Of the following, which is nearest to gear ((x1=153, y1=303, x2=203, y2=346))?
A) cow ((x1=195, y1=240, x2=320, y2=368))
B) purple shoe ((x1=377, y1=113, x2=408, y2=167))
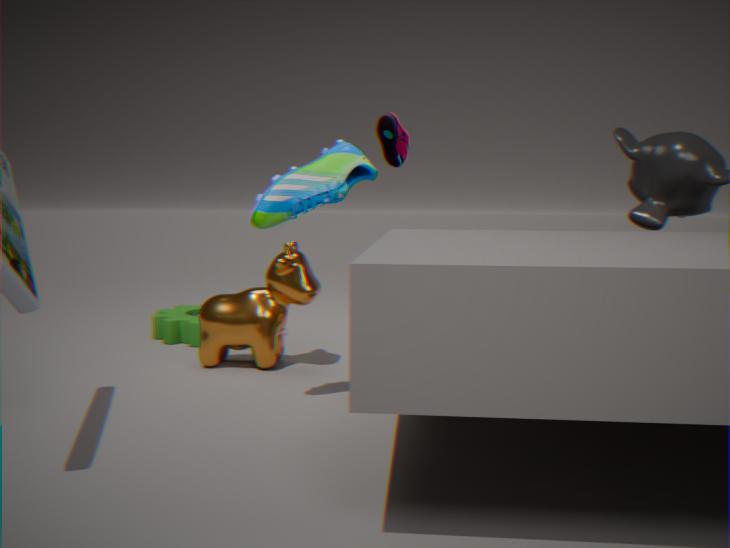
cow ((x1=195, y1=240, x2=320, y2=368))
